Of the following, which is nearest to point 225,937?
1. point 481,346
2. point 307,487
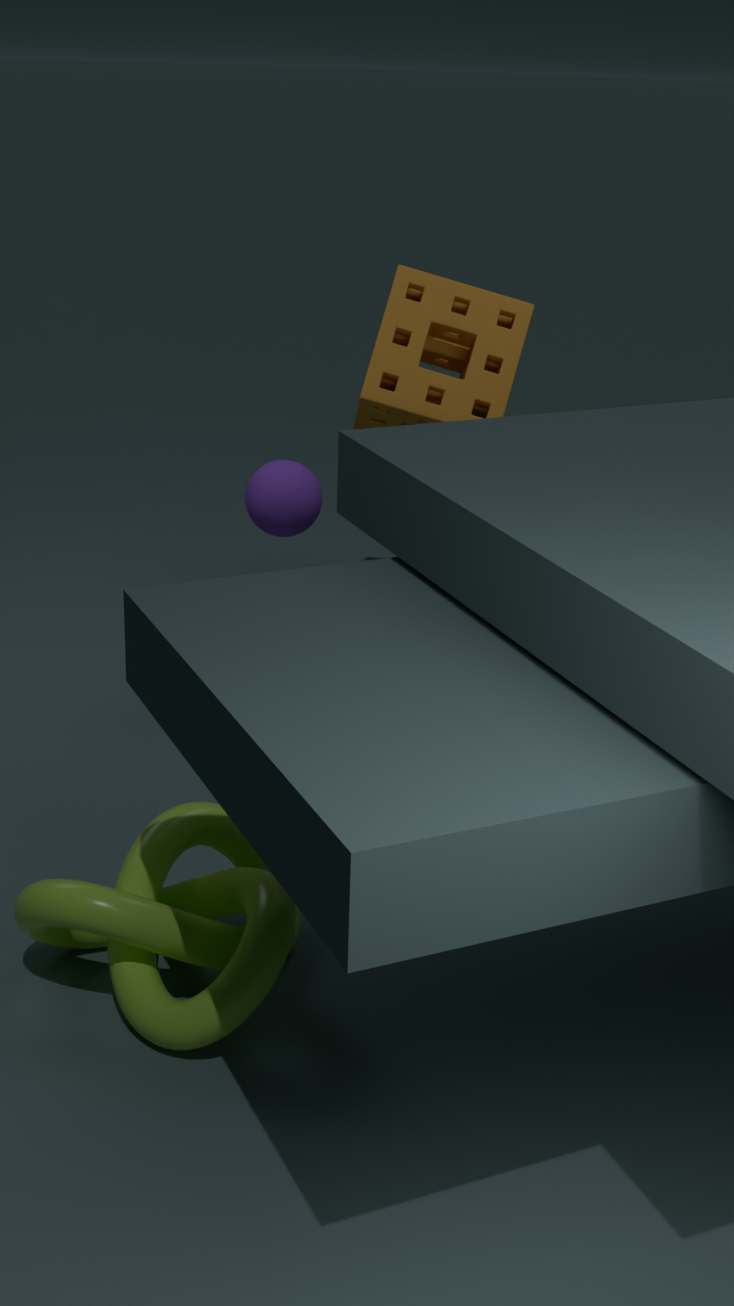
point 307,487
